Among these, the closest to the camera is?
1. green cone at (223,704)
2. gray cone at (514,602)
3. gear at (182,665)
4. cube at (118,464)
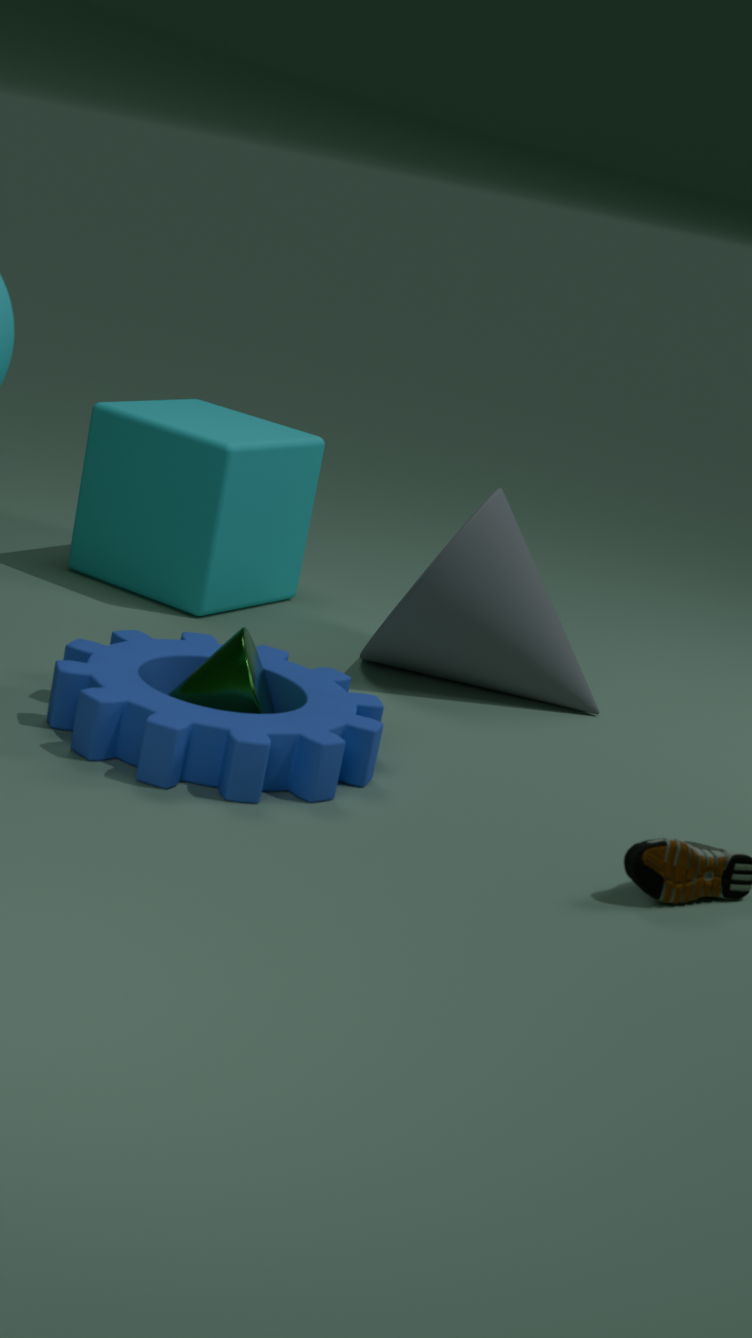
gear at (182,665)
